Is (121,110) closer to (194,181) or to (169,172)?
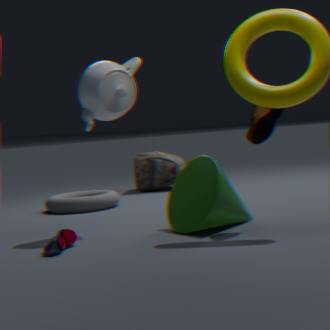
(194,181)
